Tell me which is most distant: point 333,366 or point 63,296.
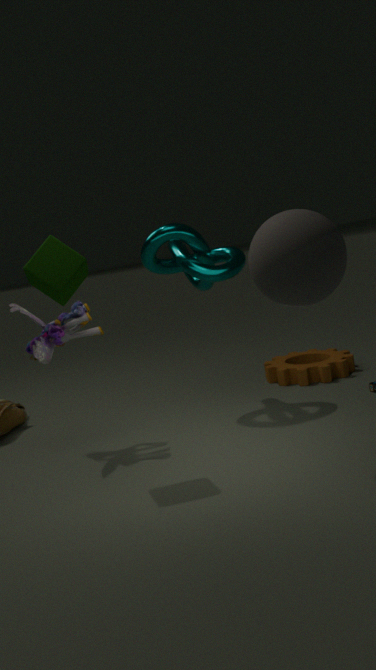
point 333,366
